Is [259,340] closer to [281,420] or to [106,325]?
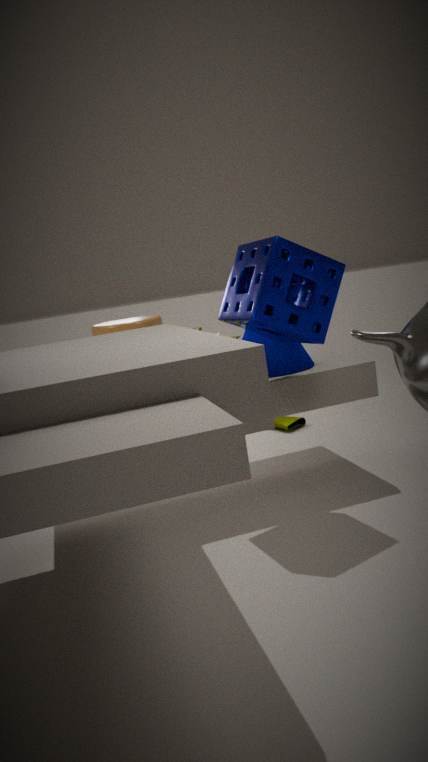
[106,325]
